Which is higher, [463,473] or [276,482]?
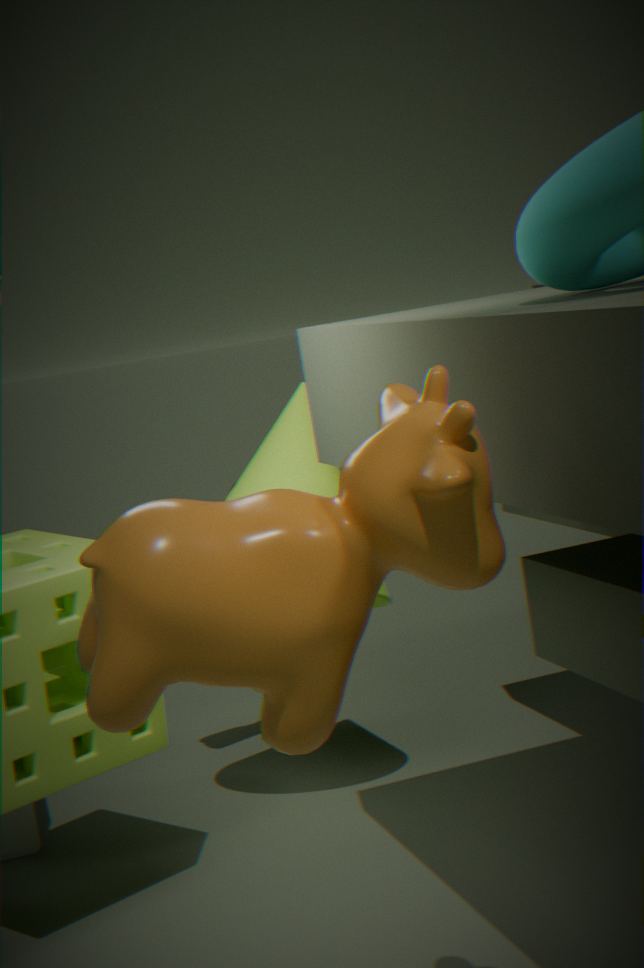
[463,473]
